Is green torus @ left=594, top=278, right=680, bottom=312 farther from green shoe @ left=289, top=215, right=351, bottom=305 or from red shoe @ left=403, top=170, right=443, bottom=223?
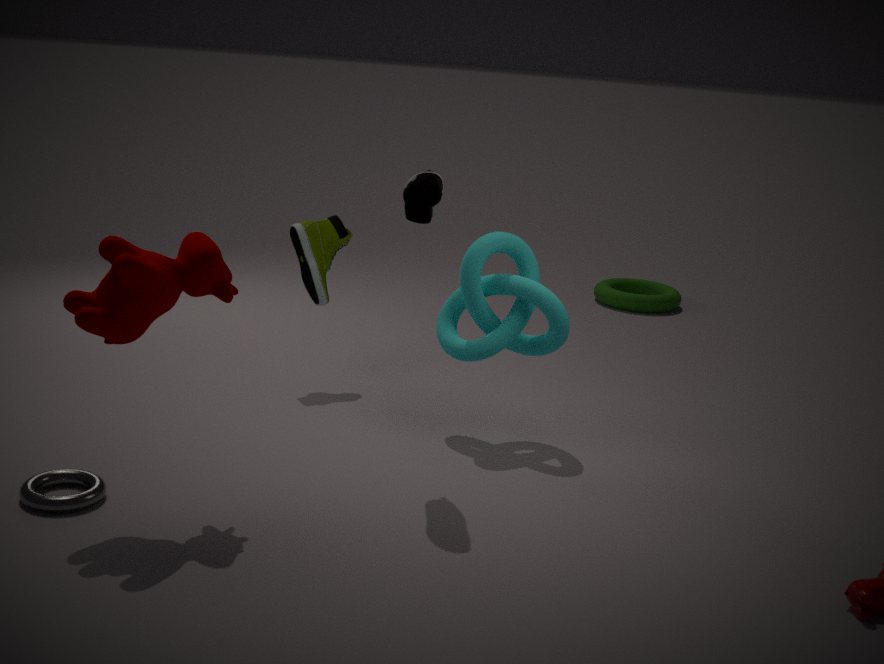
red shoe @ left=403, top=170, right=443, bottom=223
